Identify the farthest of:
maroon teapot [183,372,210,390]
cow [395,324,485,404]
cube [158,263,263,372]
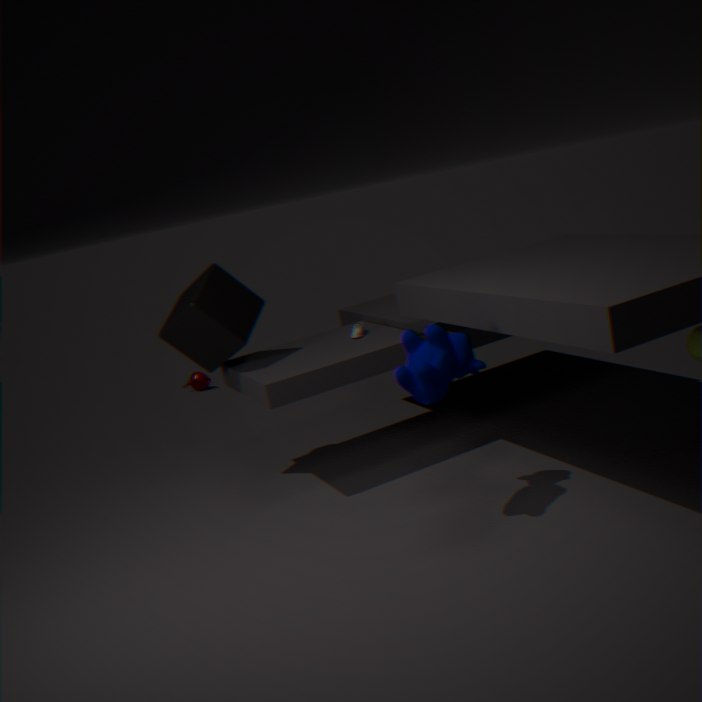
maroon teapot [183,372,210,390]
